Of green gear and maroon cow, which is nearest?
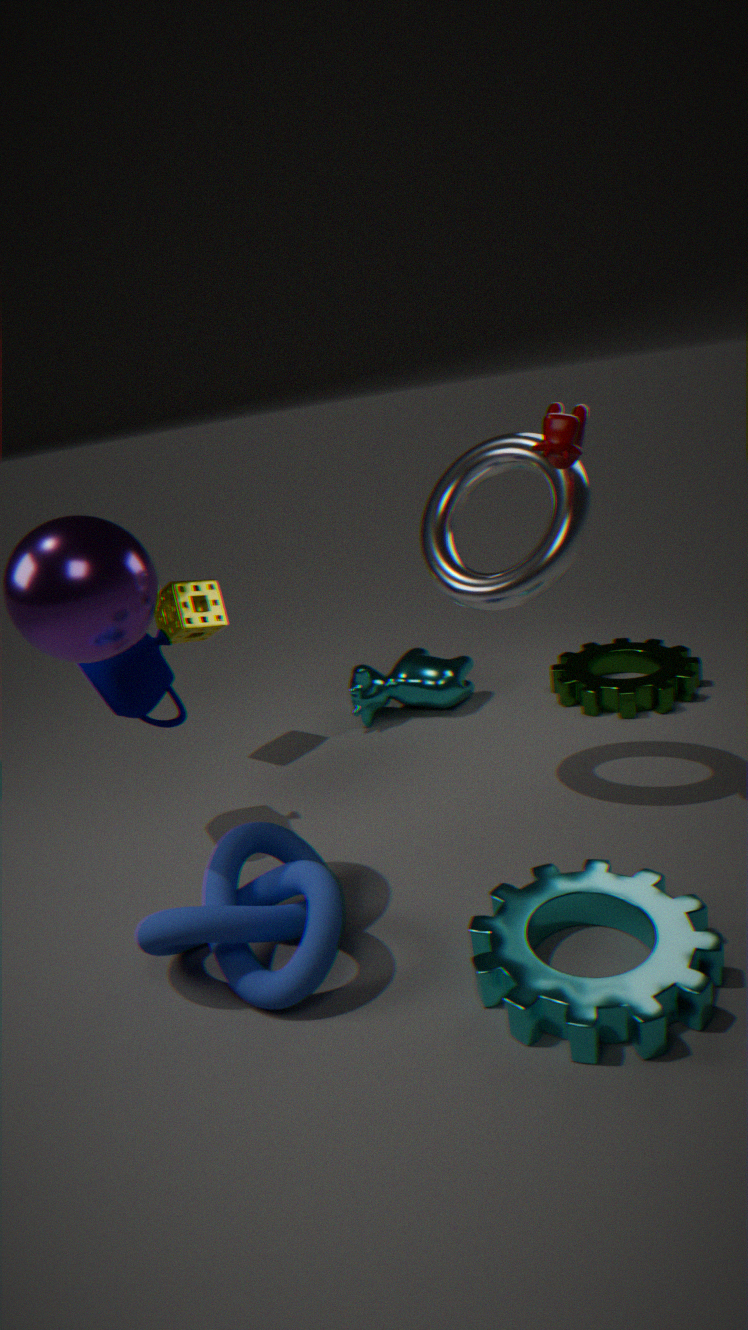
maroon cow
